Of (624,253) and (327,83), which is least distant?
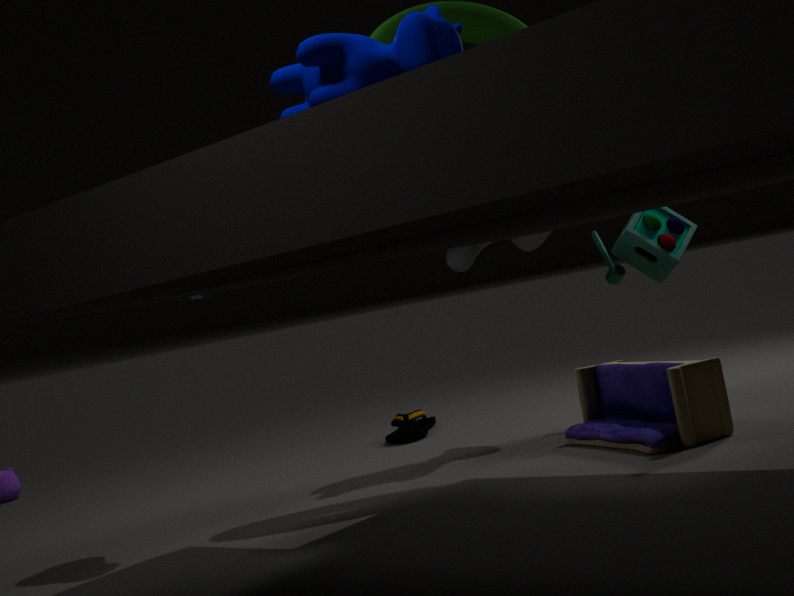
(327,83)
